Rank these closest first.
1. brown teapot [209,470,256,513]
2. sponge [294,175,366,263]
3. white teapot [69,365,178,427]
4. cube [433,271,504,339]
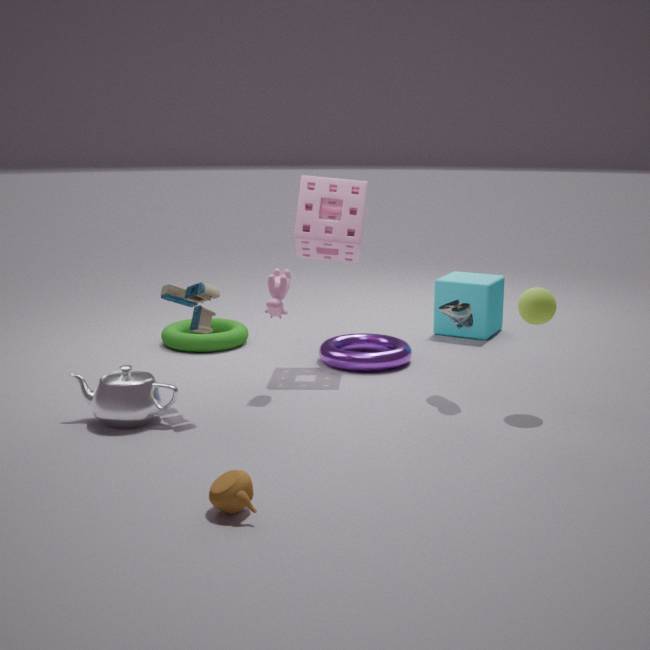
brown teapot [209,470,256,513], white teapot [69,365,178,427], sponge [294,175,366,263], cube [433,271,504,339]
